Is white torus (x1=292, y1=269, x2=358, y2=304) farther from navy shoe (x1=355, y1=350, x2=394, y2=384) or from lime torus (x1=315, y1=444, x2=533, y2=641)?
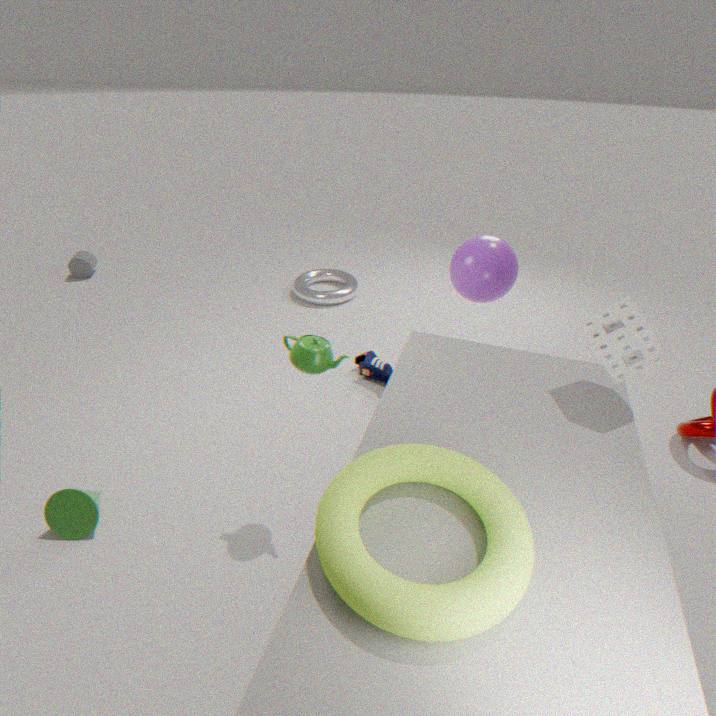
lime torus (x1=315, y1=444, x2=533, y2=641)
